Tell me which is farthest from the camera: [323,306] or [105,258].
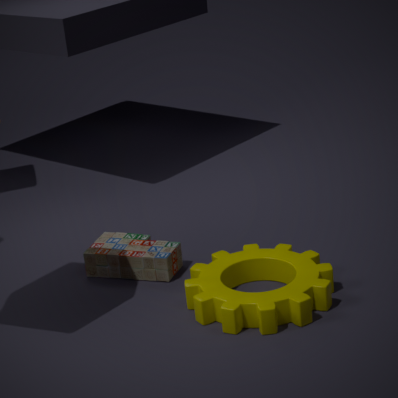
[105,258]
